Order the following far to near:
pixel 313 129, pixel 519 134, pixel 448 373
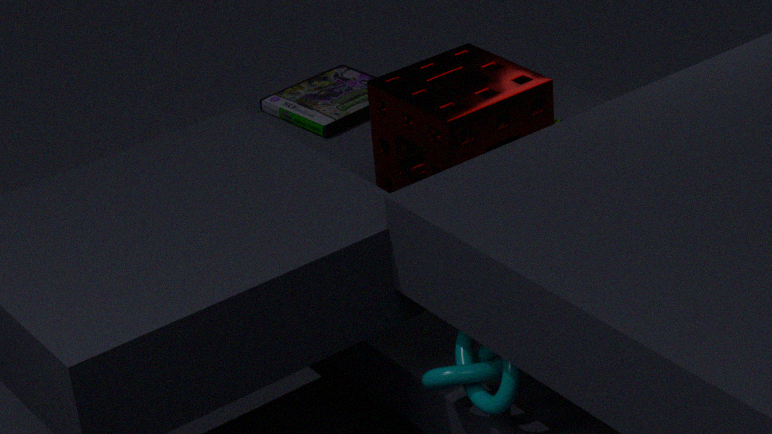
1. pixel 313 129
2. pixel 519 134
3. pixel 448 373
